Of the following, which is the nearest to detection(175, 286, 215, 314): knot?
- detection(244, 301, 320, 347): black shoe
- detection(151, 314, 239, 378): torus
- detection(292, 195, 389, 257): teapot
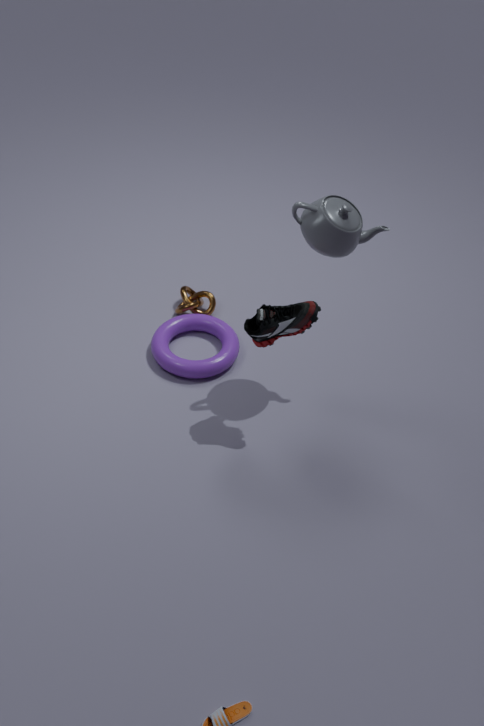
detection(151, 314, 239, 378): torus
